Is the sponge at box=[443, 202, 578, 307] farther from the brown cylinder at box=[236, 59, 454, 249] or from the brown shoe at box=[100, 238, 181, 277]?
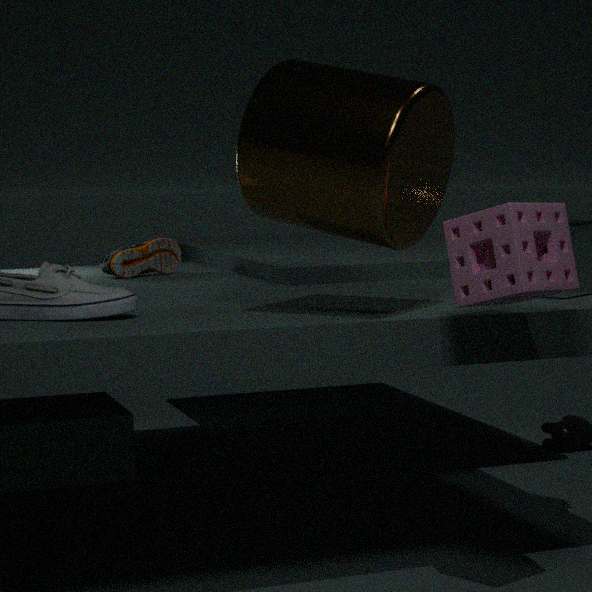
the brown shoe at box=[100, 238, 181, 277]
